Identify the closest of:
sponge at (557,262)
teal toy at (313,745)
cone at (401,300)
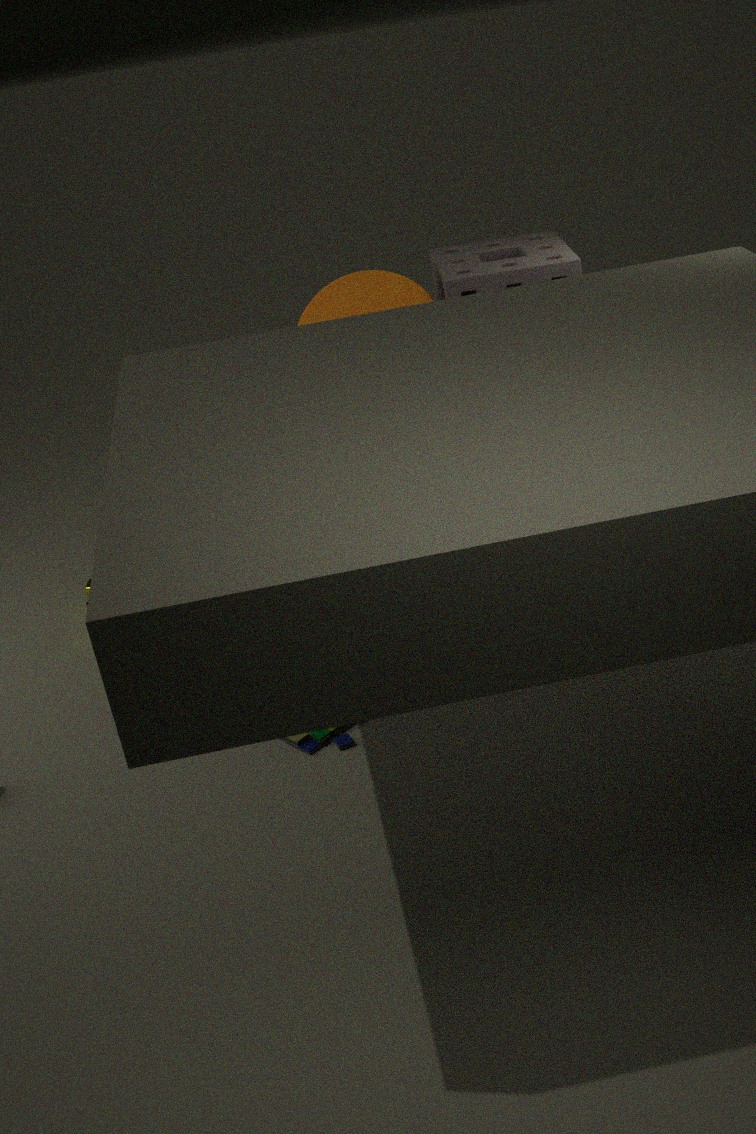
teal toy at (313,745)
